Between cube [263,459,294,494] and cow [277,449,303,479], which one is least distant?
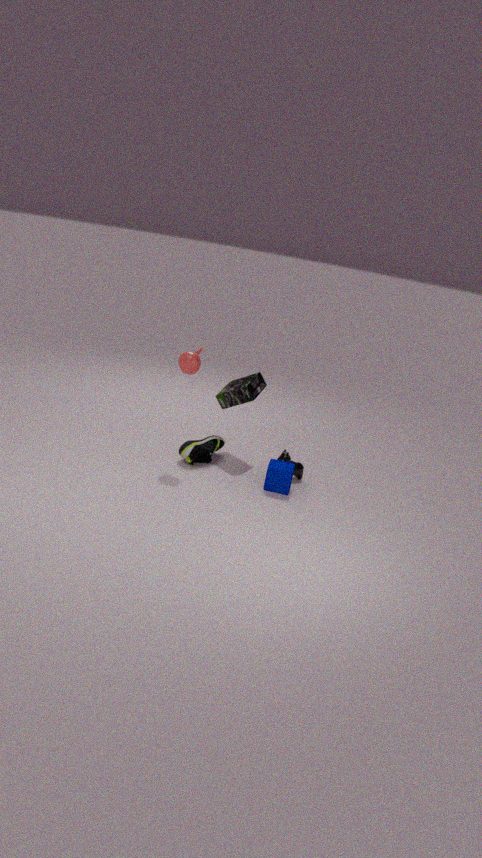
cube [263,459,294,494]
